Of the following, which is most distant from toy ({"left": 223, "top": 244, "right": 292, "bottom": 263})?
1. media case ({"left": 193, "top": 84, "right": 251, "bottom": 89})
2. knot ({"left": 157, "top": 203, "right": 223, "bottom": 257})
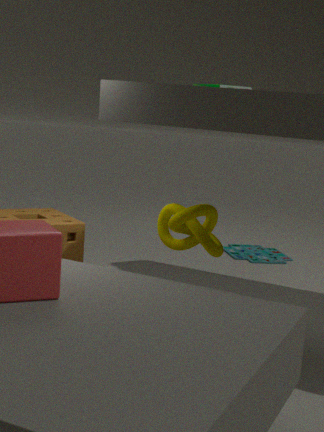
knot ({"left": 157, "top": 203, "right": 223, "bottom": 257})
